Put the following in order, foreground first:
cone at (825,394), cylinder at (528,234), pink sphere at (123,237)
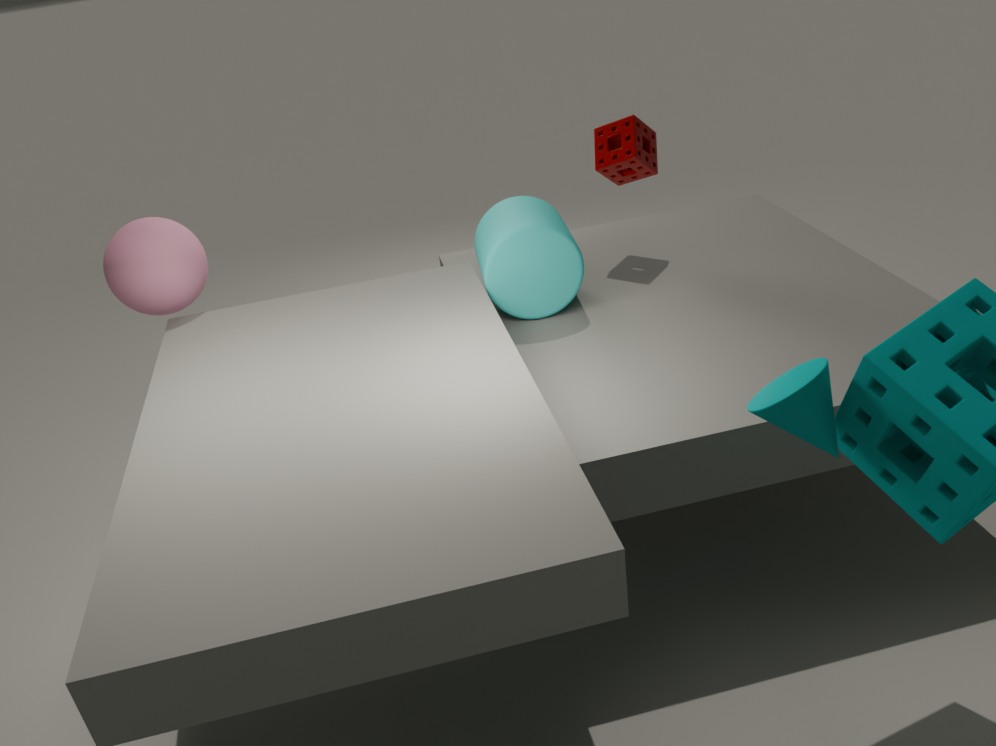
1. cone at (825,394)
2. cylinder at (528,234)
3. pink sphere at (123,237)
